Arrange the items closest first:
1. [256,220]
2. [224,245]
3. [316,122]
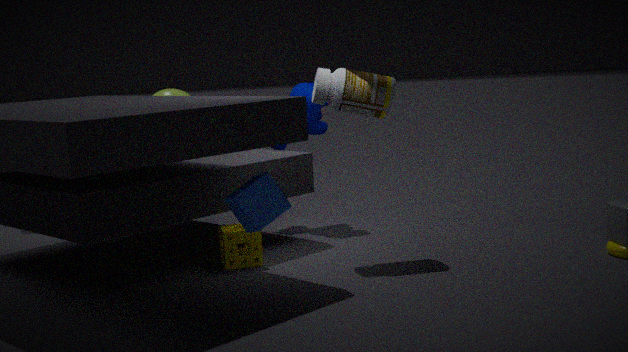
[256,220]
[224,245]
[316,122]
